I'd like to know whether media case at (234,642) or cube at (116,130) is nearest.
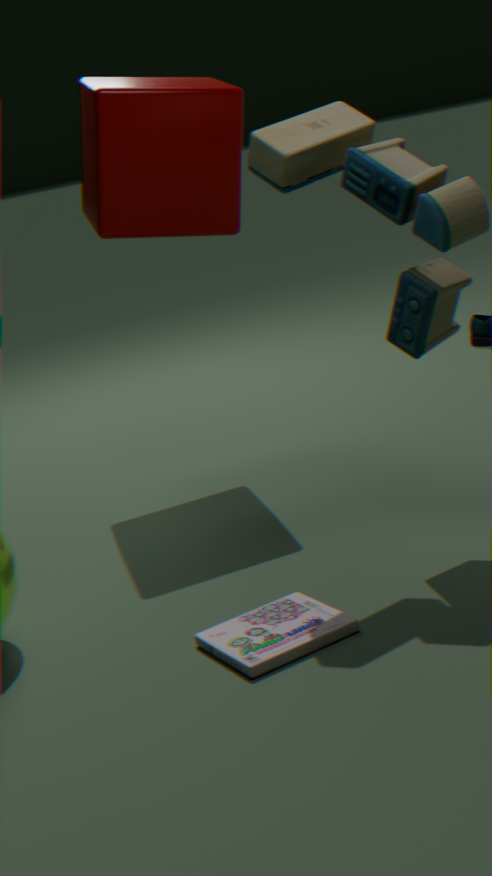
media case at (234,642)
